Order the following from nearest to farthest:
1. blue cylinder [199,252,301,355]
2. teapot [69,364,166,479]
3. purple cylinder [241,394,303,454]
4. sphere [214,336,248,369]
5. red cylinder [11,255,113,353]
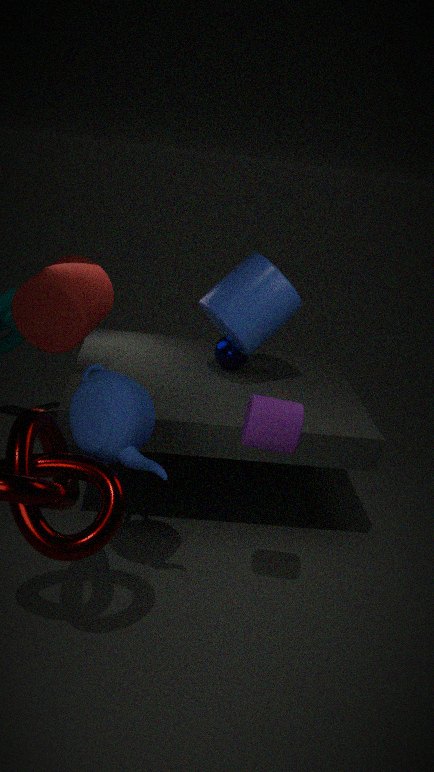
purple cylinder [241,394,303,454], teapot [69,364,166,479], red cylinder [11,255,113,353], blue cylinder [199,252,301,355], sphere [214,336,248,369]
